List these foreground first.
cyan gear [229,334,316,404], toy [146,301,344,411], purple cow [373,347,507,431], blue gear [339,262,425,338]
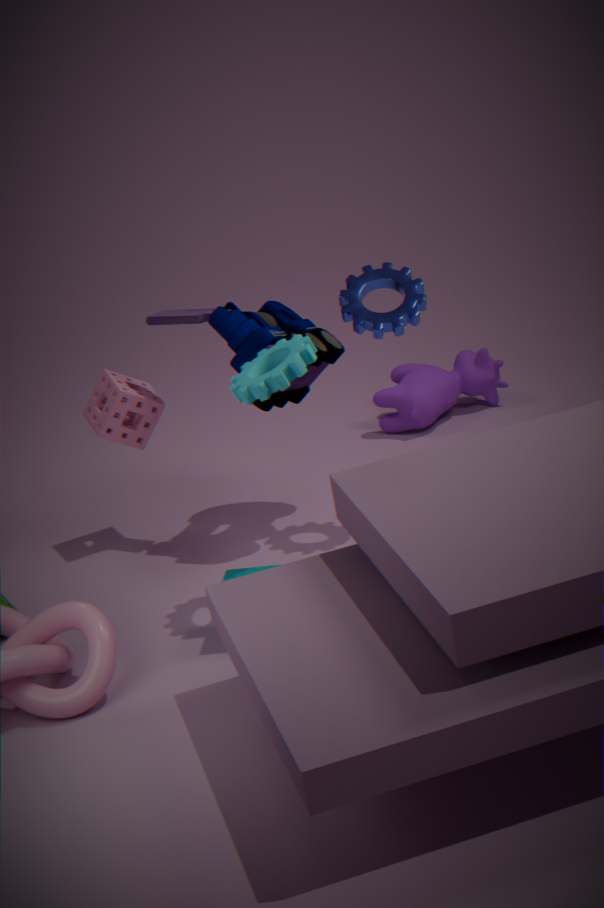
cyan gear [229,334,316,404], blue gear [339,262,425,338], toy [146,301,344,411], purple cow [373,347,507,431]
